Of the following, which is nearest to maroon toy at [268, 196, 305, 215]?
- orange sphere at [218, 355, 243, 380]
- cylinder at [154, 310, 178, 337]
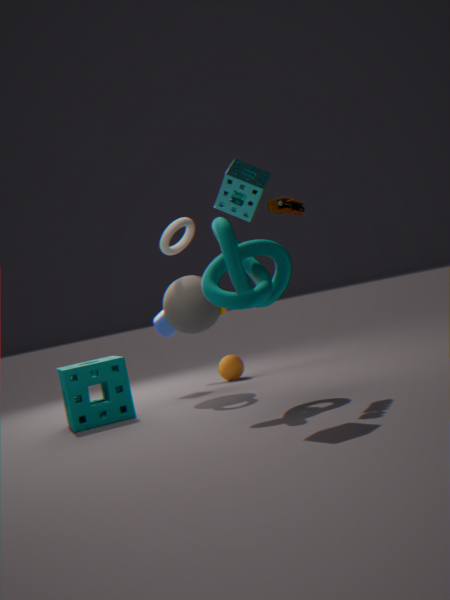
cylinder at [154, 310, 178, 337]
